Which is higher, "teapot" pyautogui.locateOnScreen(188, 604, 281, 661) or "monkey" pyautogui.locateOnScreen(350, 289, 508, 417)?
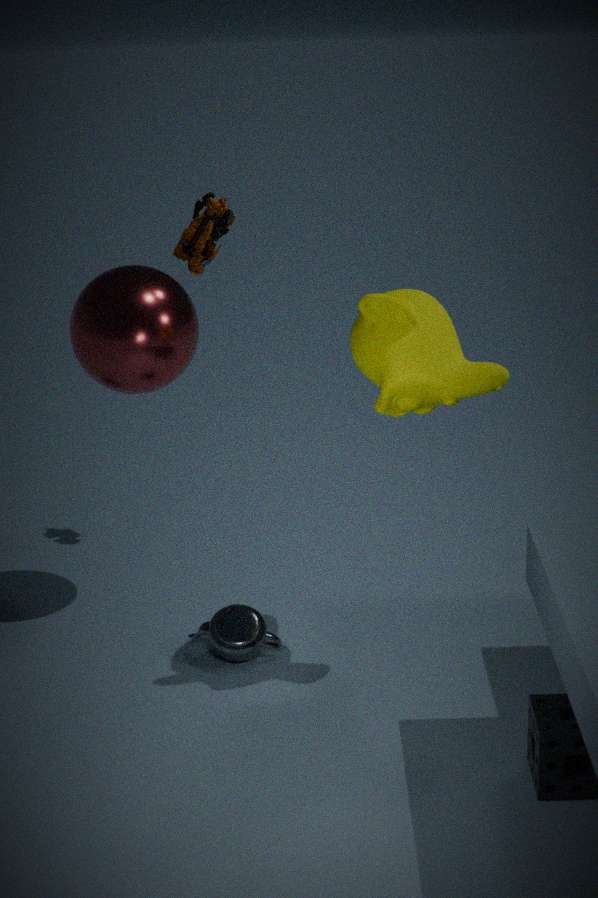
"monkey" pyautogui.locateOnScreen(350, 289, 508, 417)
